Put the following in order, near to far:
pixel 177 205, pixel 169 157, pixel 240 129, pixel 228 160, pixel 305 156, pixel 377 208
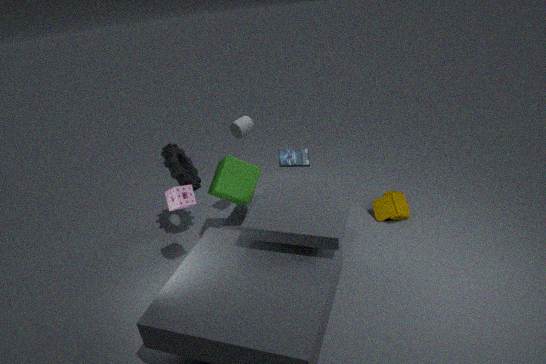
pixel 177 205 → pixel 228 160 → pixel 240 129 → pixel 169 157 → pixel 305 156 → pixel 377 208
